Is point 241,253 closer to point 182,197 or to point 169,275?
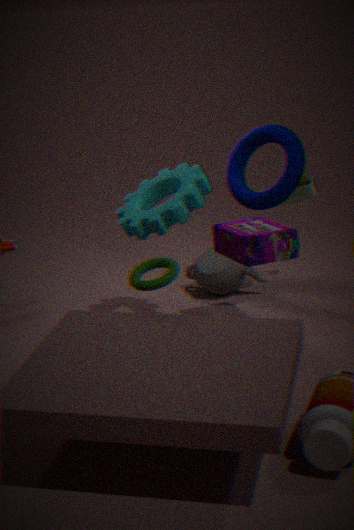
point 182,197
